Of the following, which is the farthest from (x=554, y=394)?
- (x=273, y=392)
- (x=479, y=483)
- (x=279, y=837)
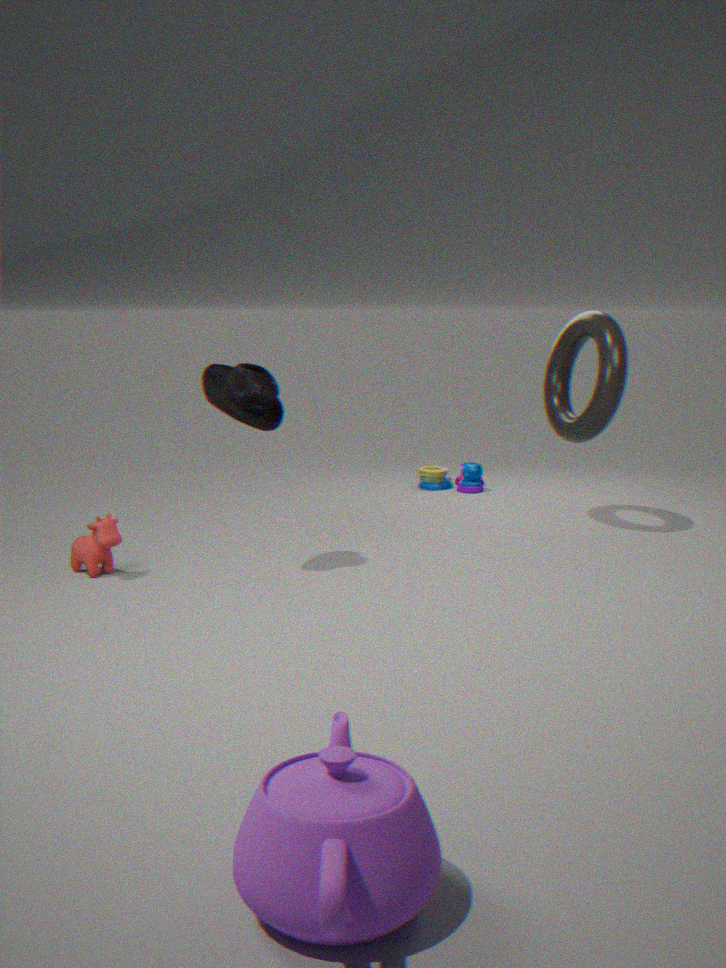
(x=279, y=837)
